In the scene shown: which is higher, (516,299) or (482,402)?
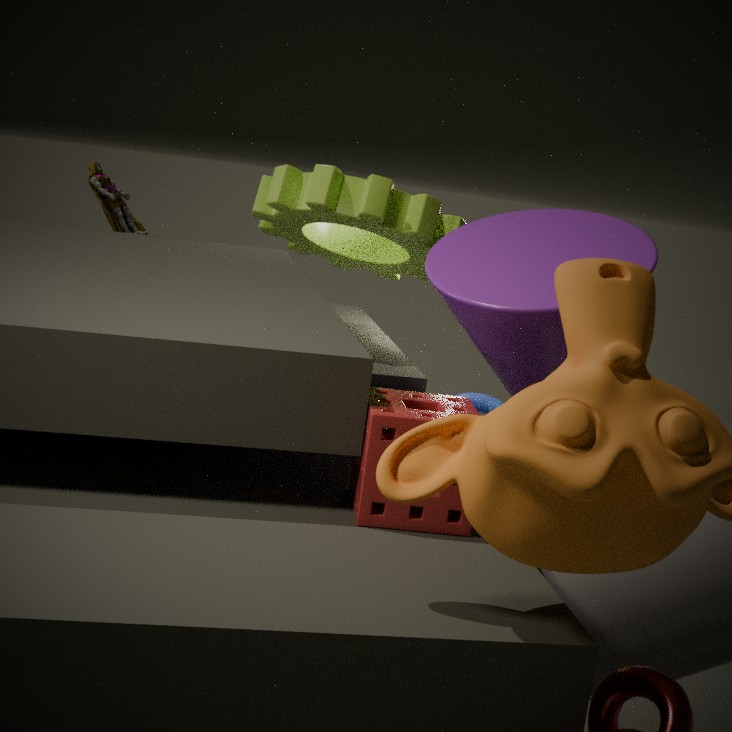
(516,299)
